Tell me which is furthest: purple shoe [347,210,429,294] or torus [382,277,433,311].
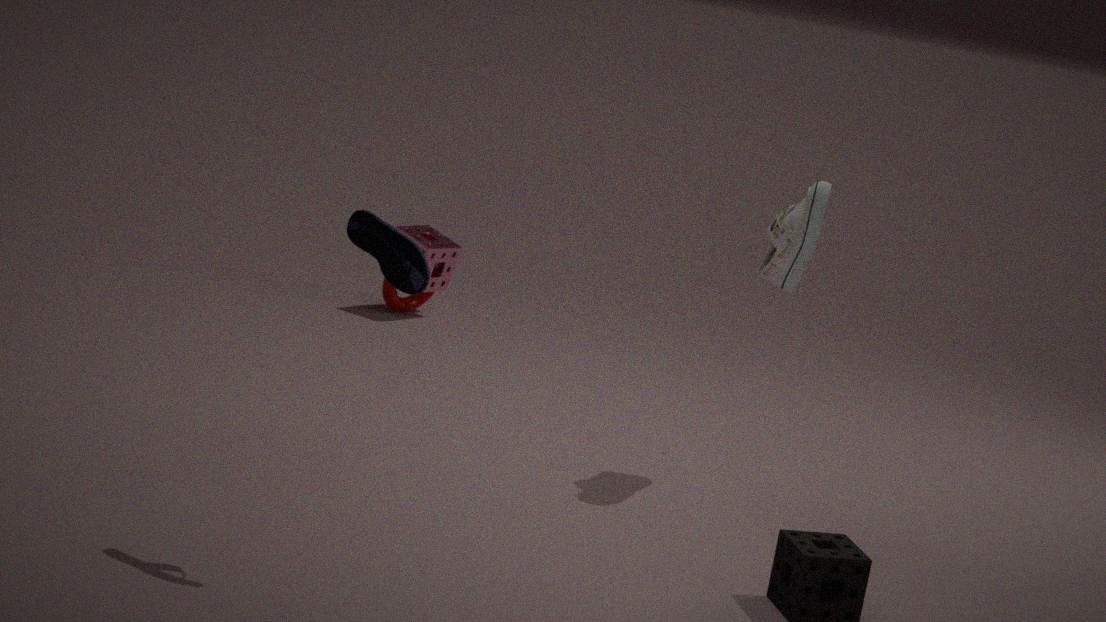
torus [382,277,433,311]
